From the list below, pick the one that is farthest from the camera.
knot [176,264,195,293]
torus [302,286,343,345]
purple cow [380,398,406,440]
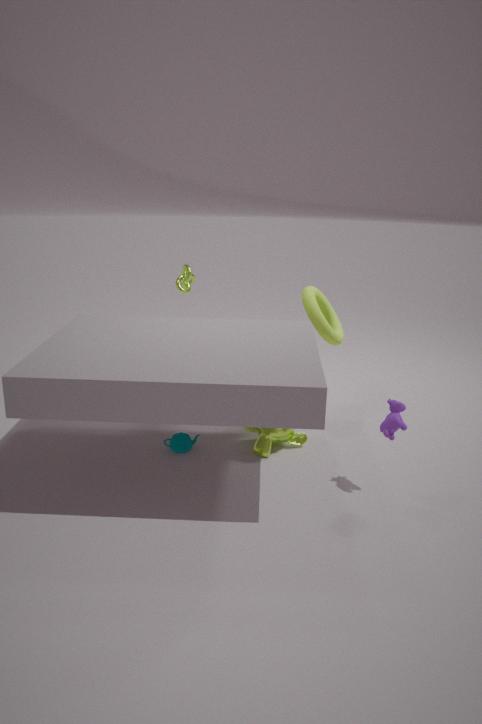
knot [176,264,195,293]
